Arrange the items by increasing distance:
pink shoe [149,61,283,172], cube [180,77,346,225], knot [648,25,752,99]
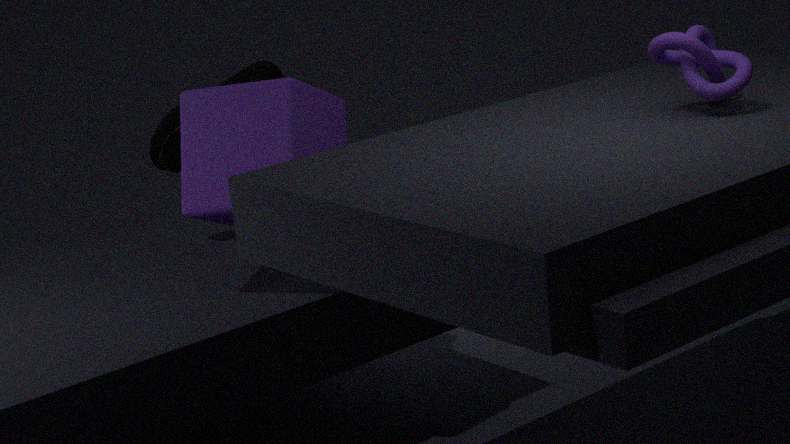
knot [648,25,752,99], cube [180,77,346,225], pink shoe [149,61,283,172]
